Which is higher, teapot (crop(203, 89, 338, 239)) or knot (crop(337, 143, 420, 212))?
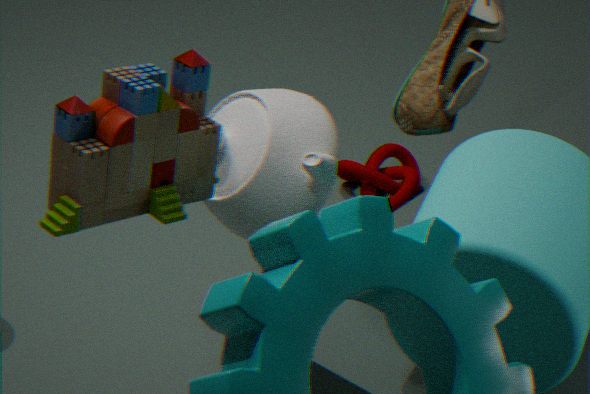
teapot (crop(203, 89, 338, 239))
